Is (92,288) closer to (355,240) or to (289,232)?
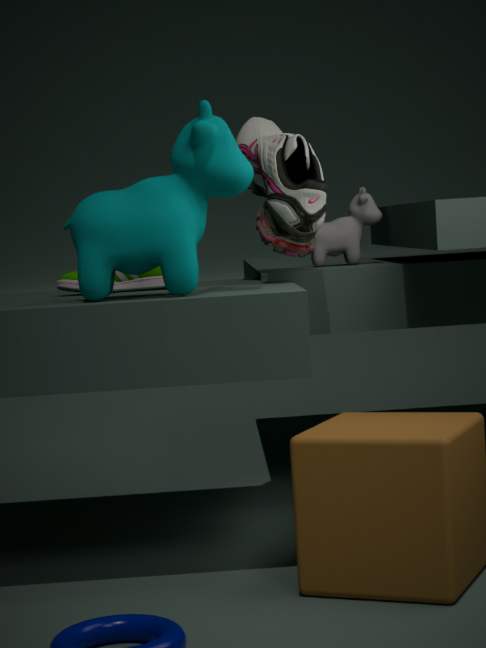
(289,232)
